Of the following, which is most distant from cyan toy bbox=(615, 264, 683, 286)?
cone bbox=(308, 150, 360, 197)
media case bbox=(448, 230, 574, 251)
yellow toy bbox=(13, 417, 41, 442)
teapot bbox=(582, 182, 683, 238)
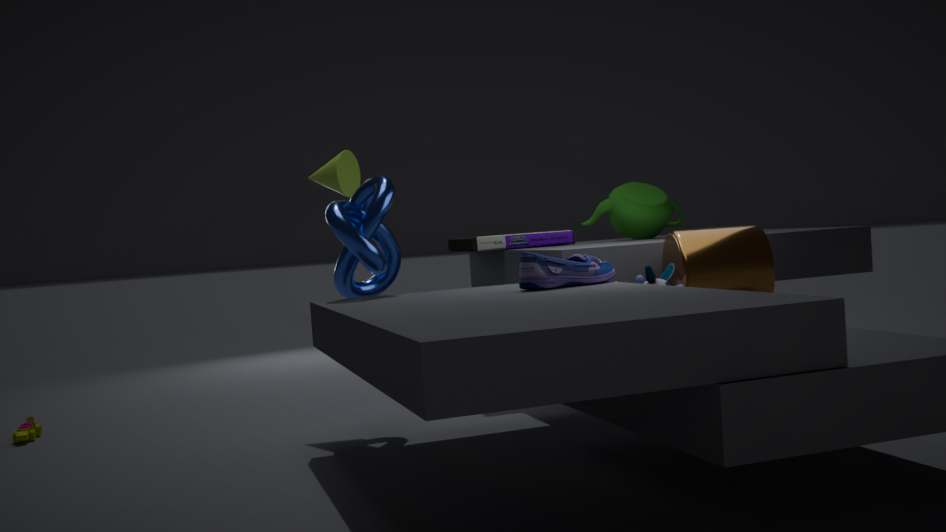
yellow toy bbox=(13, 417, 41, 442)
